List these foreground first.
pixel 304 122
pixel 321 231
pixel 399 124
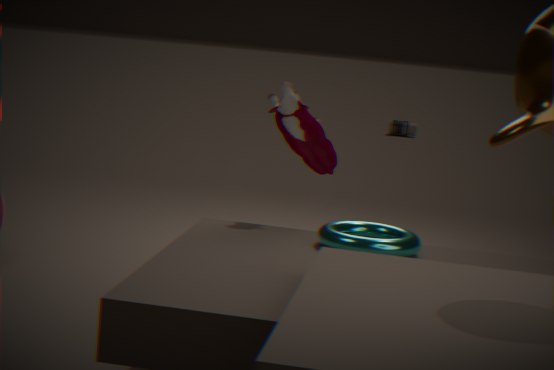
pixel 321 231 < pixel 304 122 < pixel 399 124
